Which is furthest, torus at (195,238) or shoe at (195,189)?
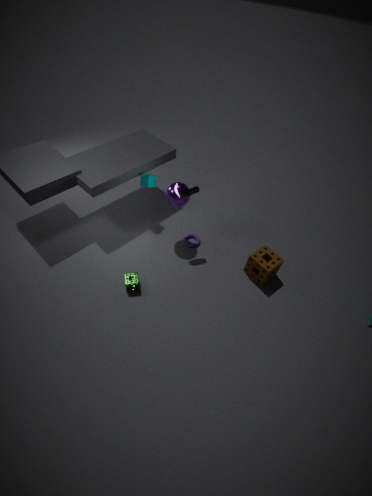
torus at (195,238)
